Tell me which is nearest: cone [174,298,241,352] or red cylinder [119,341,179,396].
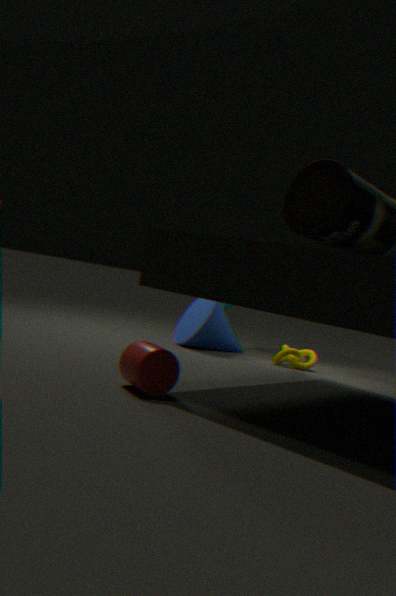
red cylinder [119,341,179,396]
